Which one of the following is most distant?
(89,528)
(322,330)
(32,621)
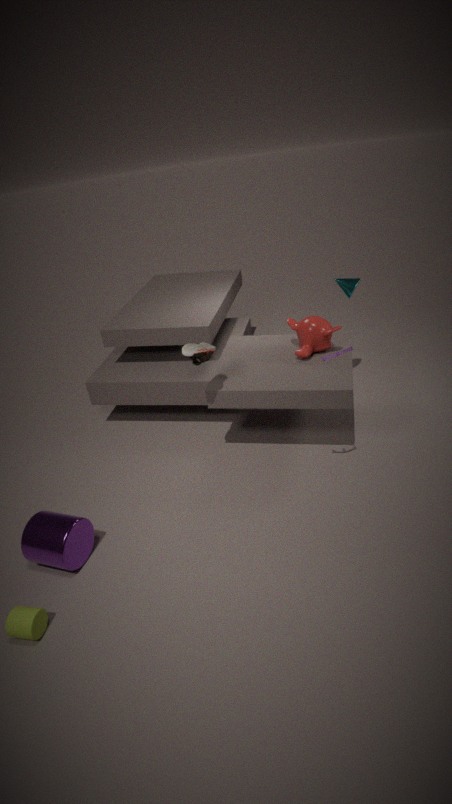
(322,330)
